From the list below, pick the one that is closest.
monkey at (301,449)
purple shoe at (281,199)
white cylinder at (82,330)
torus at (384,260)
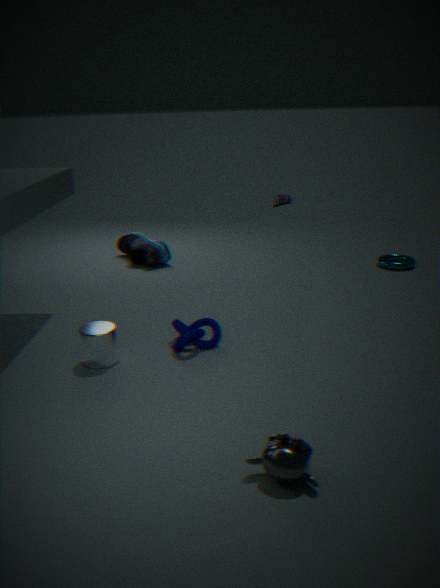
monkey at (301,449)
